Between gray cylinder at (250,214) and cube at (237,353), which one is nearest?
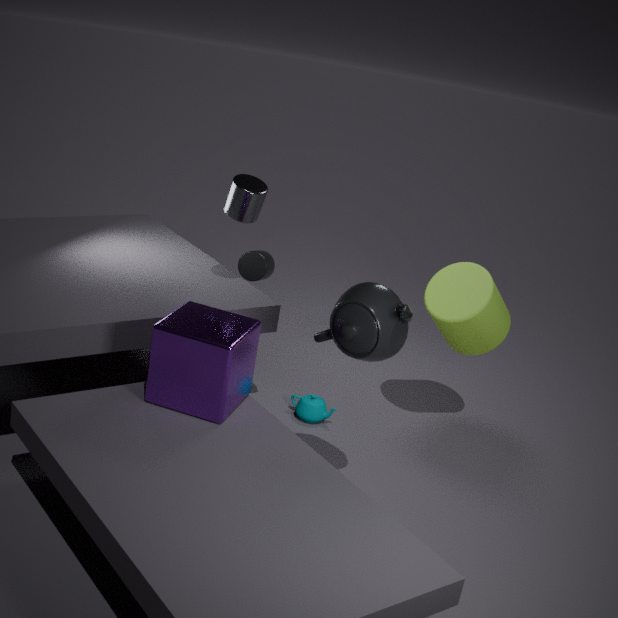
cube at (237,353)
